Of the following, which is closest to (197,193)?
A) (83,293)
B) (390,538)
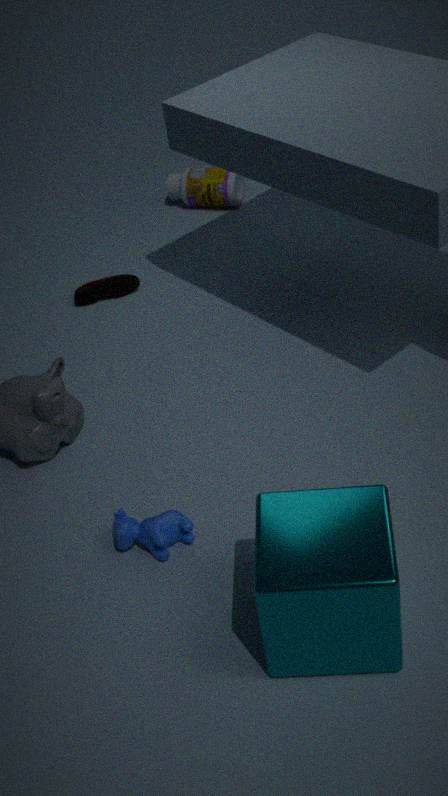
(83,293)
